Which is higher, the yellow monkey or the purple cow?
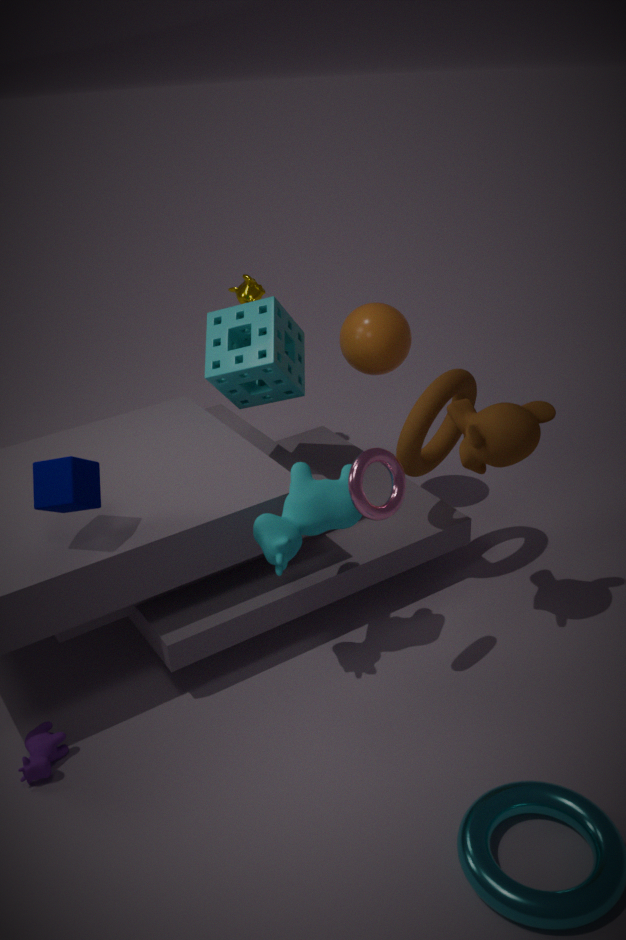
the yellow monkey
